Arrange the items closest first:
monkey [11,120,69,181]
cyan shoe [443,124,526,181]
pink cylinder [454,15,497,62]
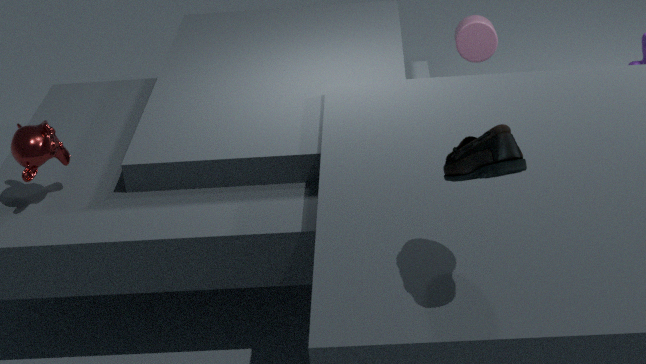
cyan shoe [443,124,526,181]
monkey [11,120,69,181]
pink cylinder [454,15,497,62]
